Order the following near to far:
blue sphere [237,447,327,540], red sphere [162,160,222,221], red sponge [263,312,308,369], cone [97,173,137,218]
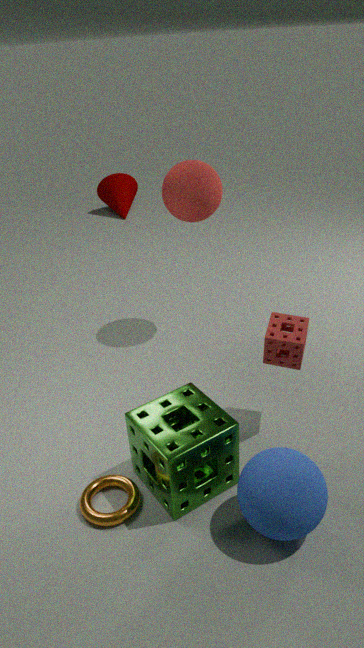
blue sphere [237,447,327,540]
red sponge [263,312,308,369]
red sphere [162,160,222,221]
cone [97,173,137,218]
